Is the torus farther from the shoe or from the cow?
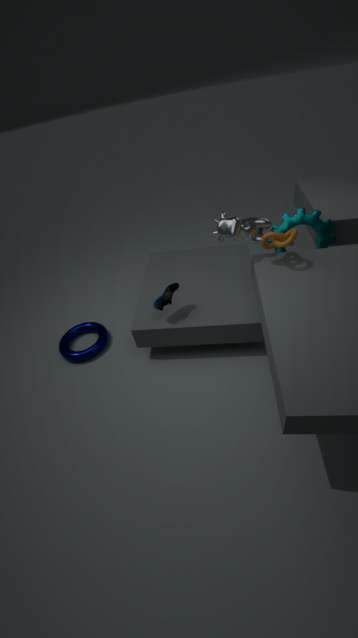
the cow
